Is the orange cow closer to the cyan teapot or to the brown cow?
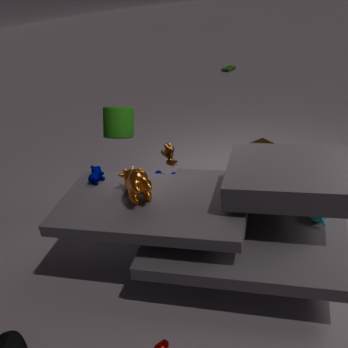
the brown cow
